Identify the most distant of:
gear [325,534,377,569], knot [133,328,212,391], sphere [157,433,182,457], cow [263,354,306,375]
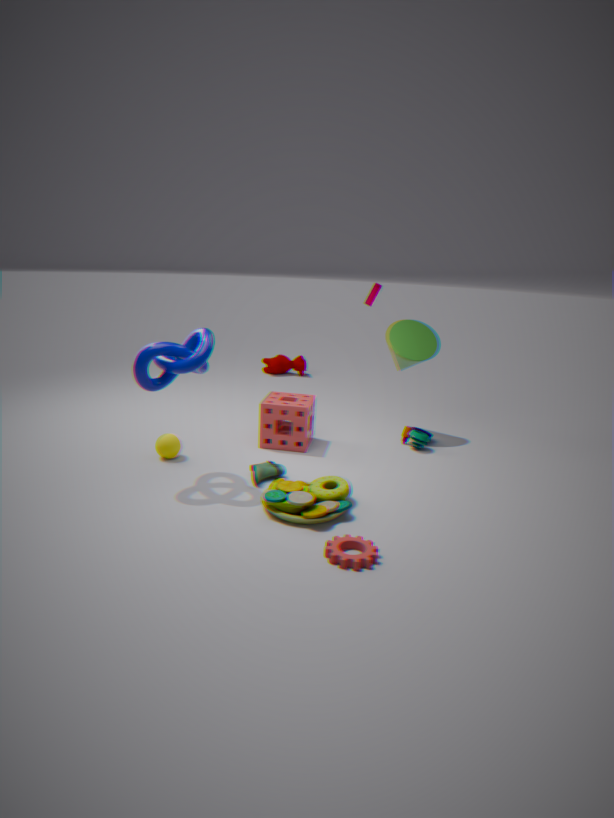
cow [263,354,306,375]
